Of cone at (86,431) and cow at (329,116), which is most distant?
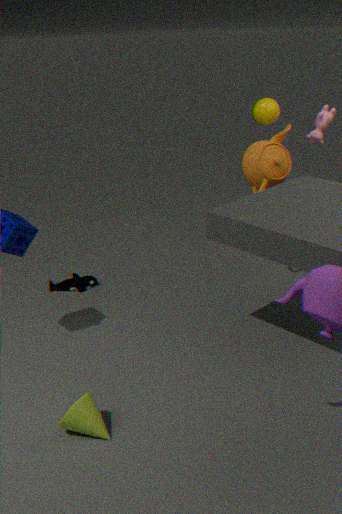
cow at (329,116)
